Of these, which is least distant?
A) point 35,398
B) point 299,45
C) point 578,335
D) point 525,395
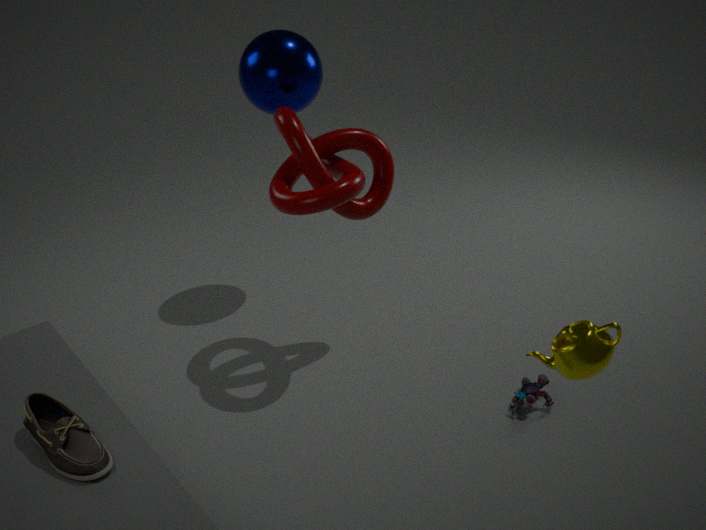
point 578,335
